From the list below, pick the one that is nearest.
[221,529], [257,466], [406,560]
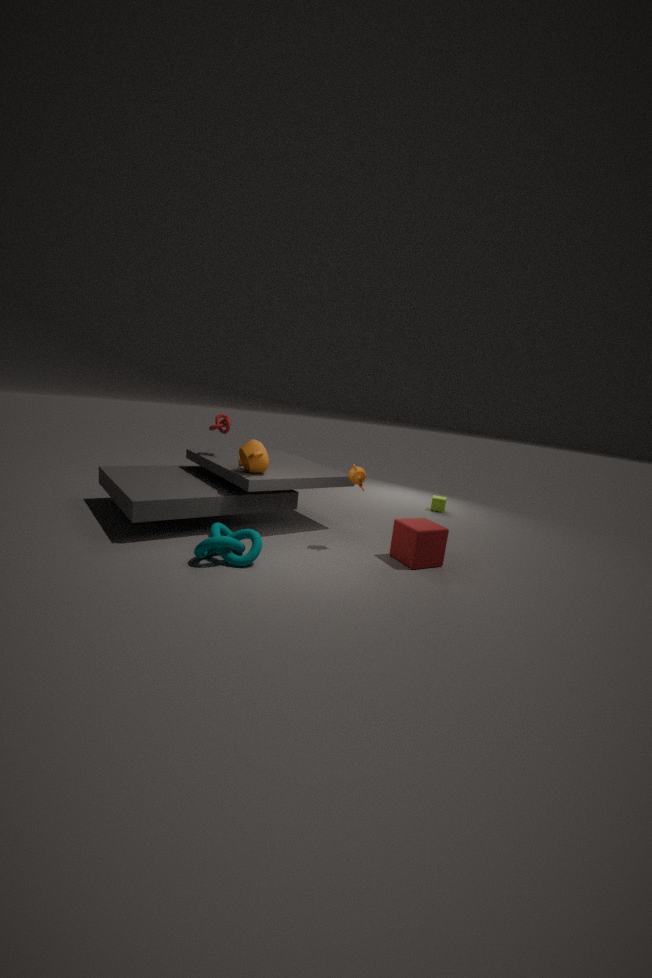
[221,529]
